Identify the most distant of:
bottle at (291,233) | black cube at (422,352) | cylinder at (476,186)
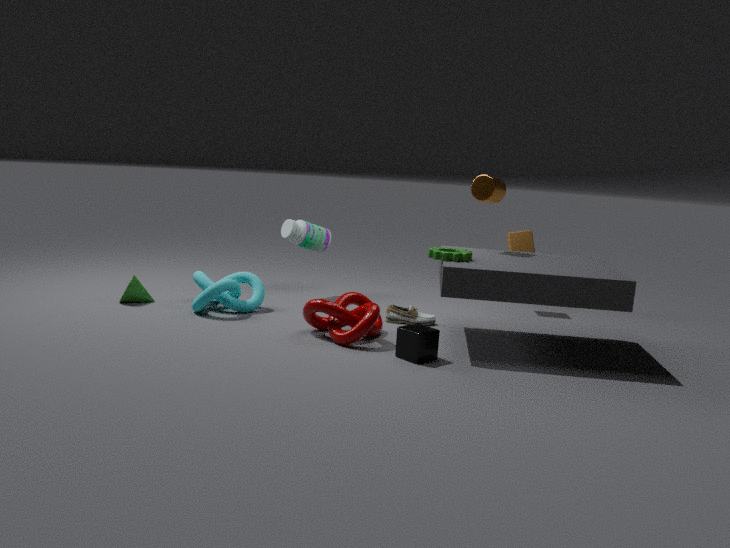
bottle at (291,233)
